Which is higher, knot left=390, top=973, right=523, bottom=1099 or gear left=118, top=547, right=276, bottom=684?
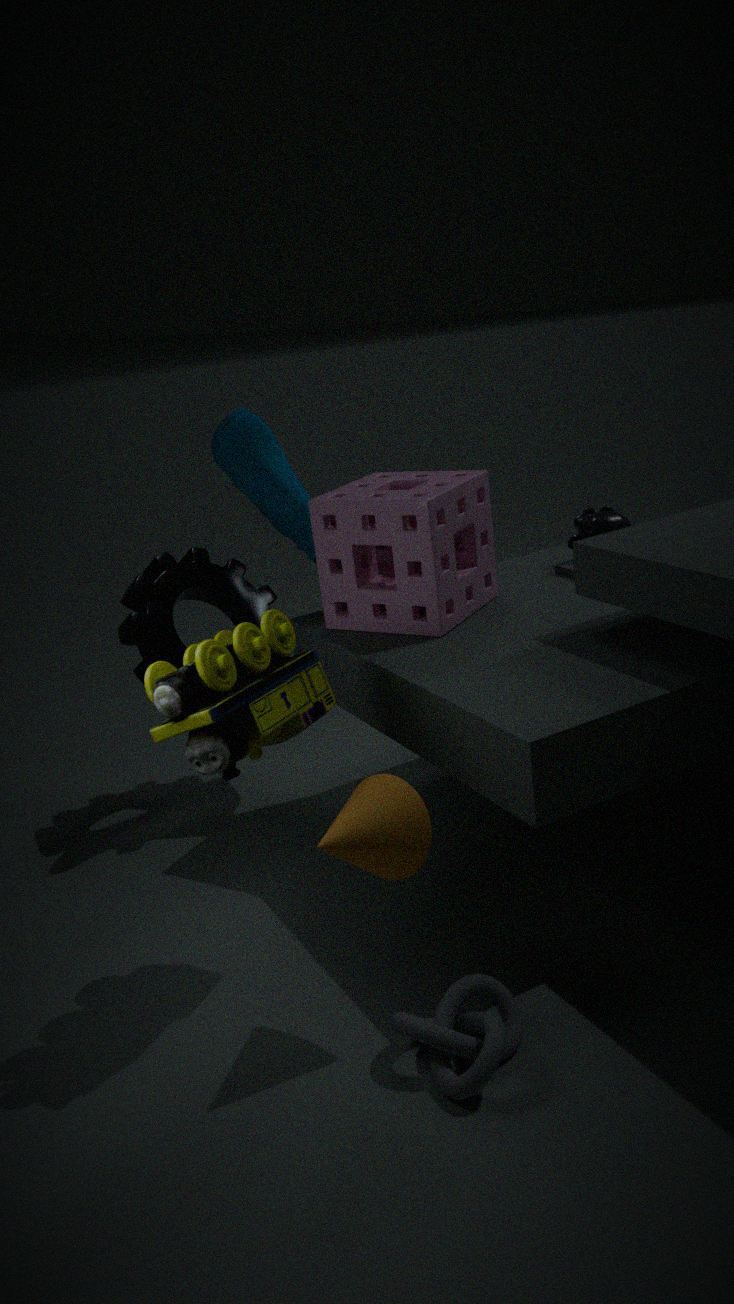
gear left=118, top=547, right=276, bottom=684
